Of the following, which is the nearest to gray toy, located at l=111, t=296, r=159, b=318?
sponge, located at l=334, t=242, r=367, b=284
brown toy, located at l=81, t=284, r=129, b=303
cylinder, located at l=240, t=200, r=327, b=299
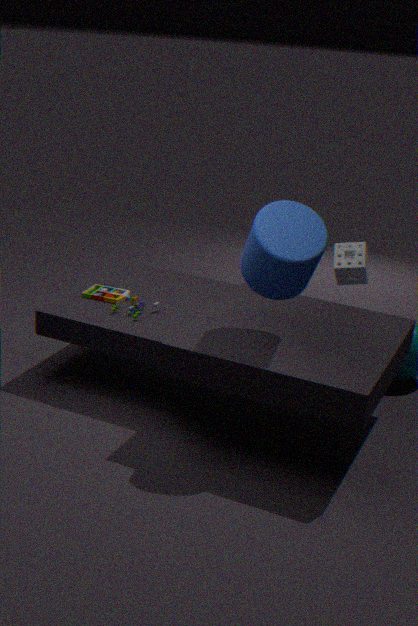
brown toy, located at l=81, t=284, r=129, b=303
